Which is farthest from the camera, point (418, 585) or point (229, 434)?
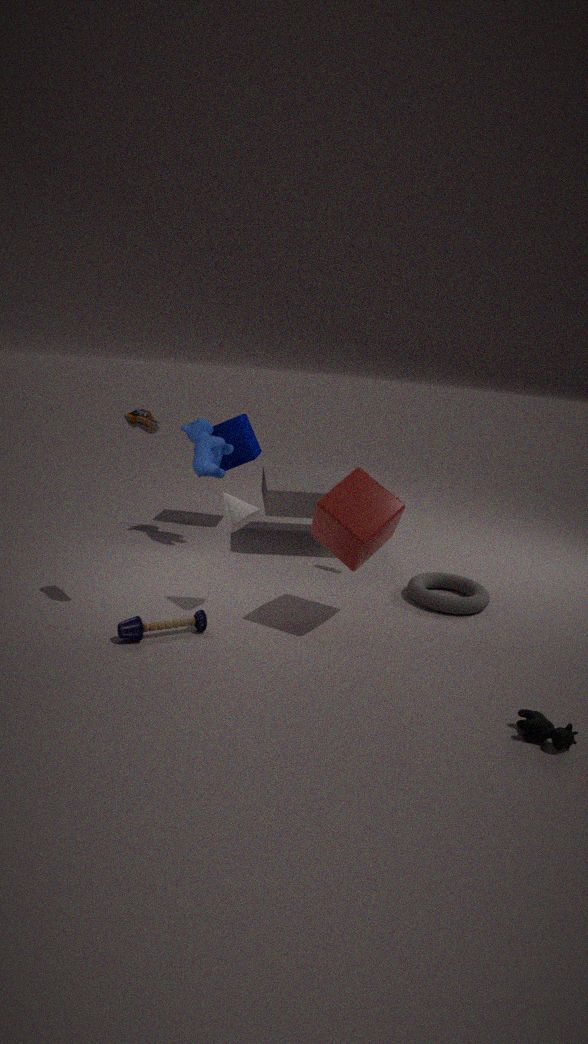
point (229, 434)
